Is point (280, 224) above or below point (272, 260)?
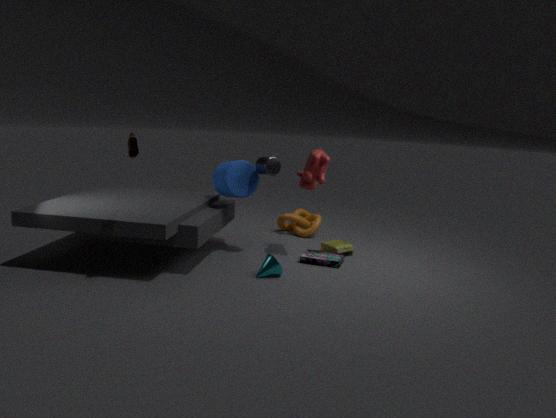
above
